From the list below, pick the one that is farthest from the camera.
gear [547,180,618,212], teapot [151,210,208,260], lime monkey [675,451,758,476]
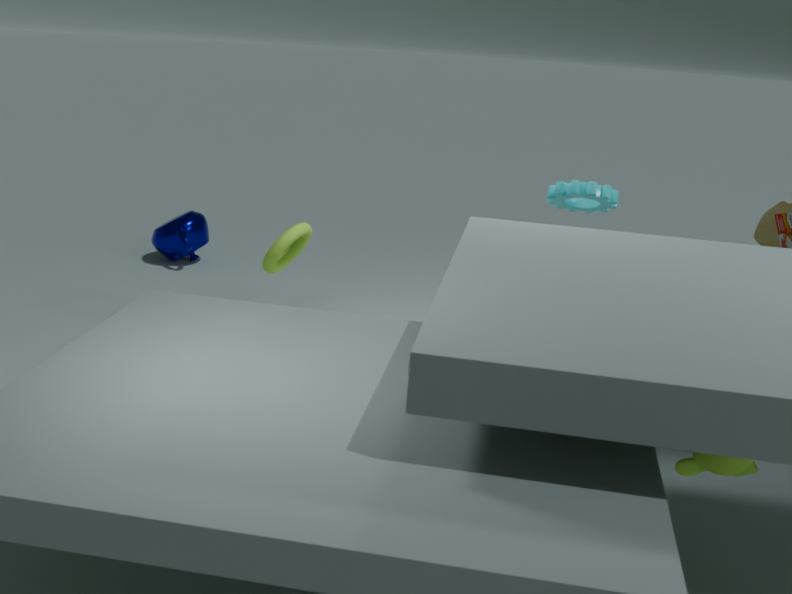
teapot [151,210,208,260]
